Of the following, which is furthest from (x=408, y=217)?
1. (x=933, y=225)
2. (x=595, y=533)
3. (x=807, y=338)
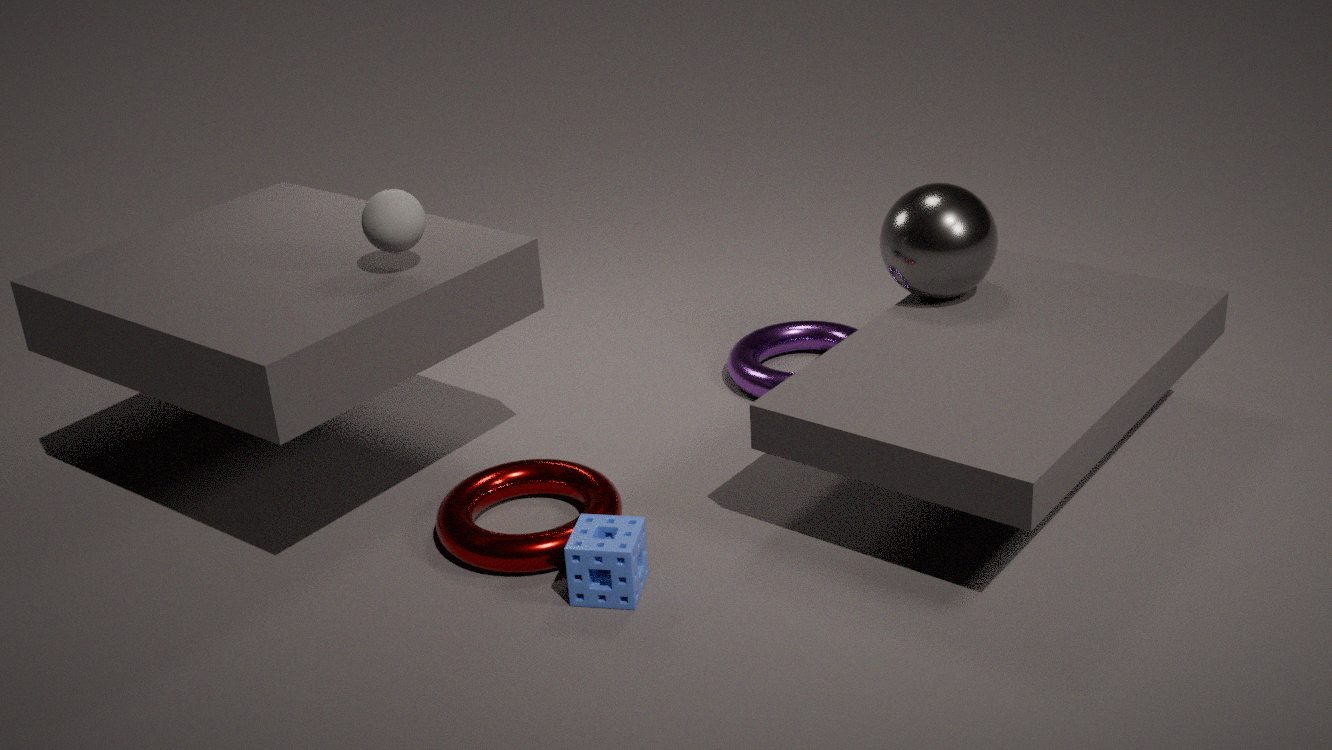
(x=933, y=225)
